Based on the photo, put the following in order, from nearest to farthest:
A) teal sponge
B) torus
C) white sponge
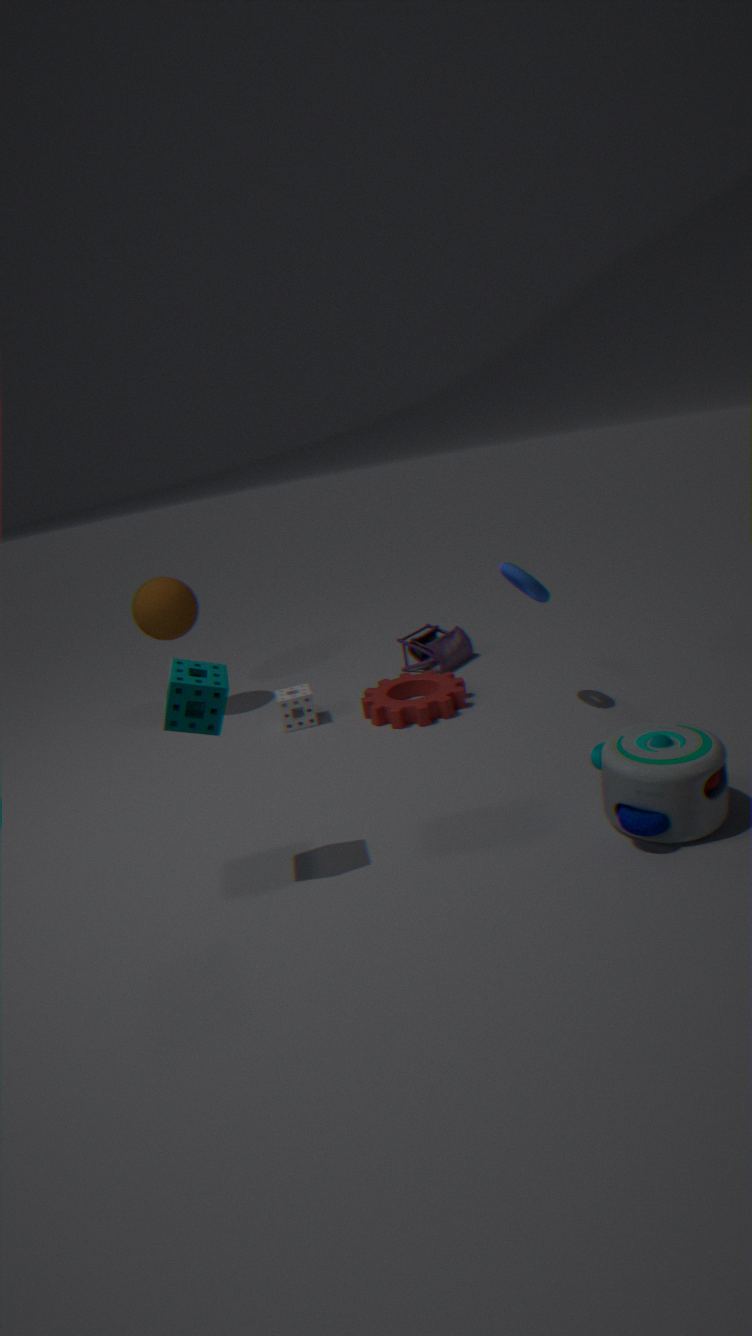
teal sponge → torus → white sponge
